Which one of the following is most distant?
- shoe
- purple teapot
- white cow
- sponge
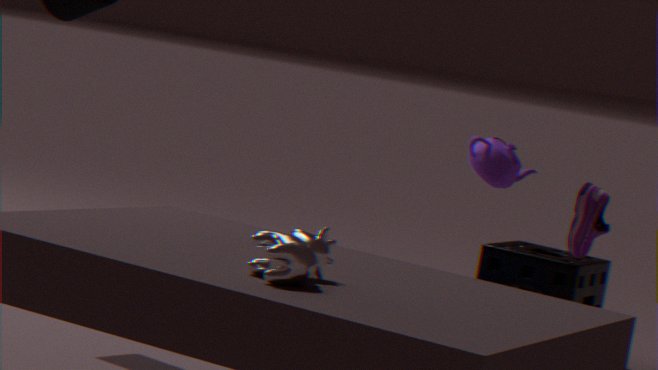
sponge
